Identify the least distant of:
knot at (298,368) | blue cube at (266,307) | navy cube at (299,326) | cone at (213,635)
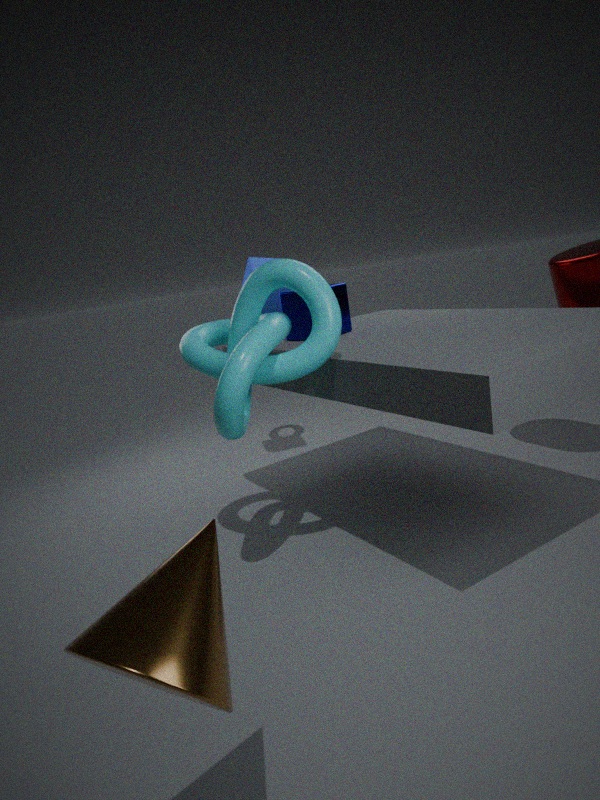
cone at (213,635)
